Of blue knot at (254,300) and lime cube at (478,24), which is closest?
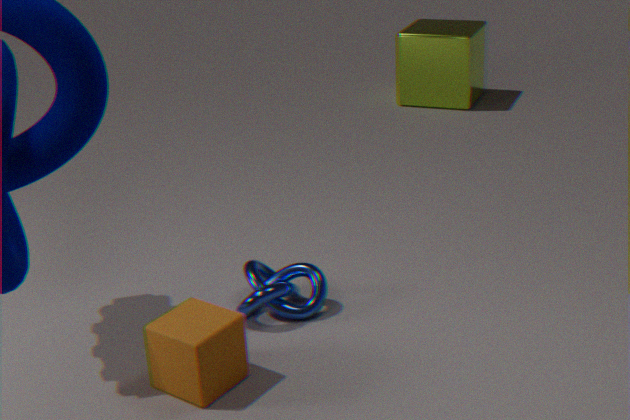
blue knot at (254,300)
